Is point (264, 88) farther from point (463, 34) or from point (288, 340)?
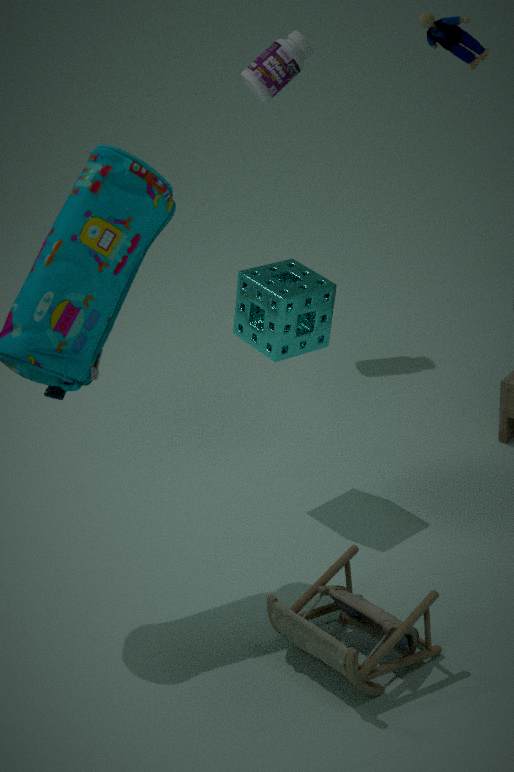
point (288, 340)
